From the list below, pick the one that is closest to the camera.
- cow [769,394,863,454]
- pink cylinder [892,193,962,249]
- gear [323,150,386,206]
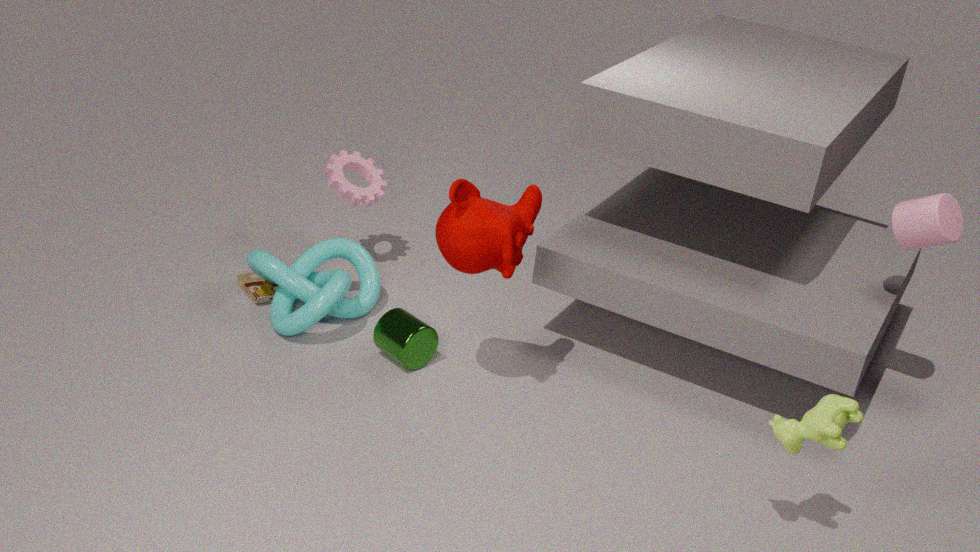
cow [769,394,863,454]
